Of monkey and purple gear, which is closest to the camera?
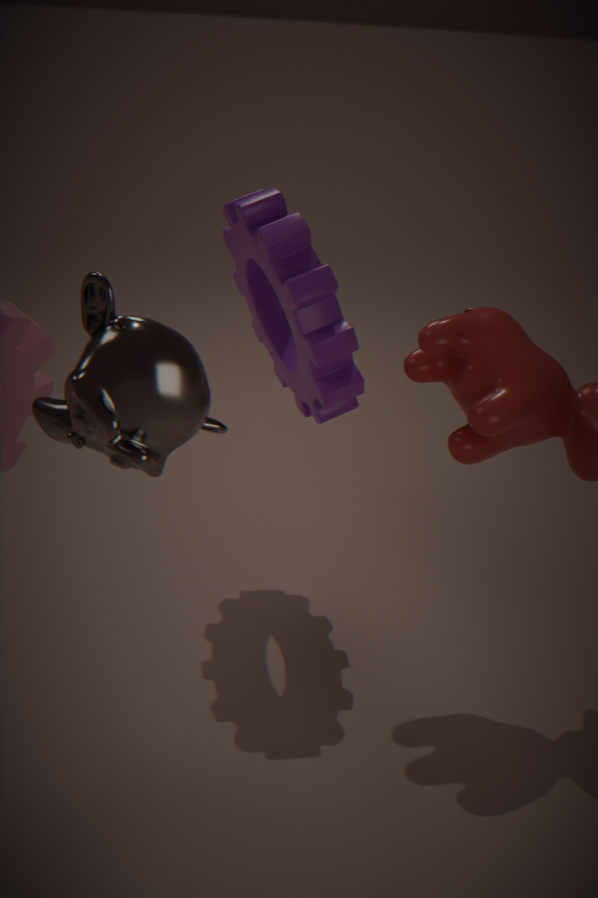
monkey
